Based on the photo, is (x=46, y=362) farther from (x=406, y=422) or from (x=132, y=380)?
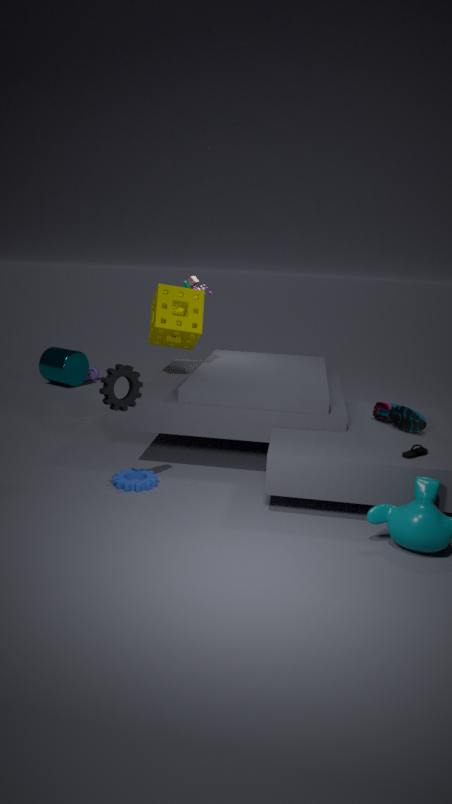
(x=406, y=422)
